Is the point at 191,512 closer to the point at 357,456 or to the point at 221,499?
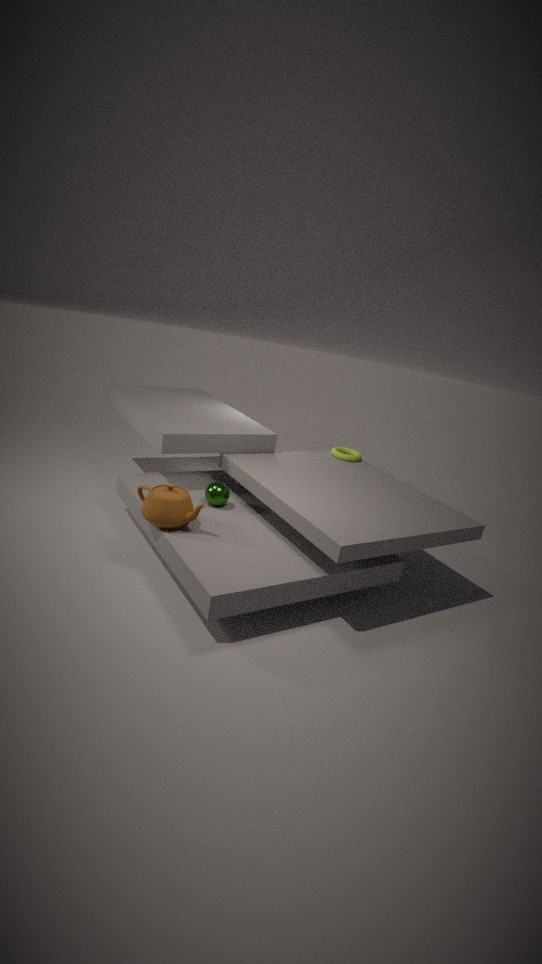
the point at 221,499
